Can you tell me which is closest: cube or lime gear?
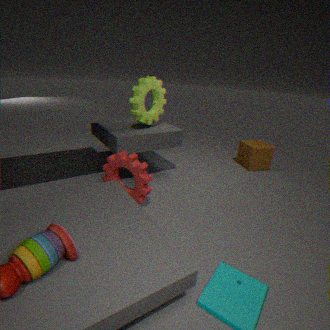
lime gear
